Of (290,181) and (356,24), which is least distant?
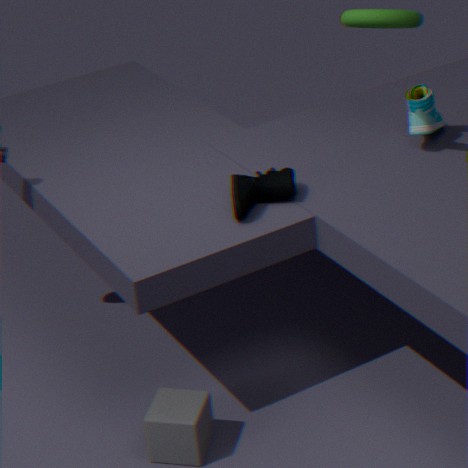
(356,24)
